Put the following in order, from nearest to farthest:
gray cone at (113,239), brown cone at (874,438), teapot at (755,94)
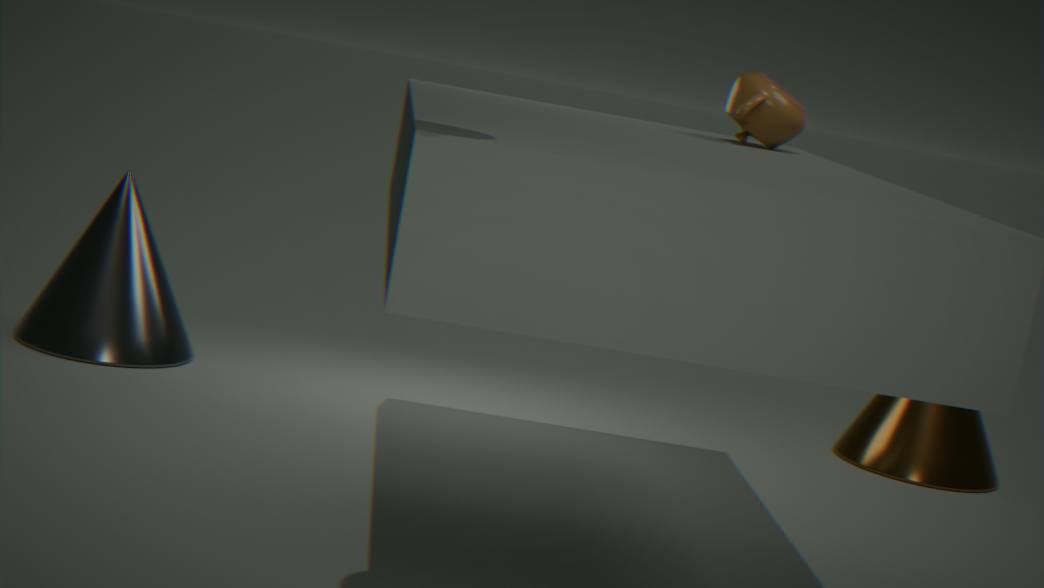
teapot at (755,94) → gray cone at (113,239) → brown cone at (874,438)
